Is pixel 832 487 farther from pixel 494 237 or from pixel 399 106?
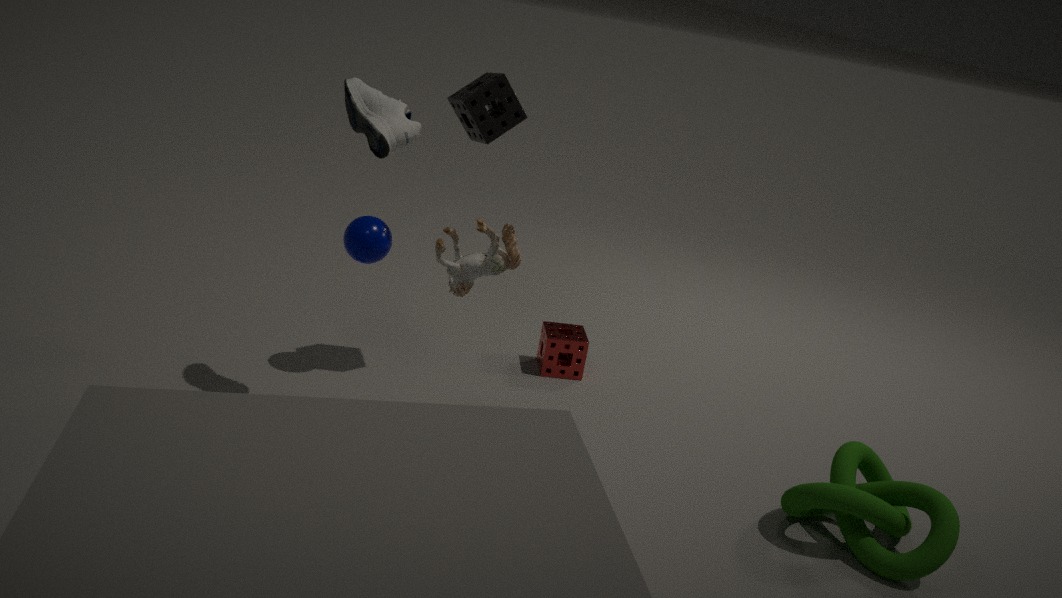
pixel 399 106
